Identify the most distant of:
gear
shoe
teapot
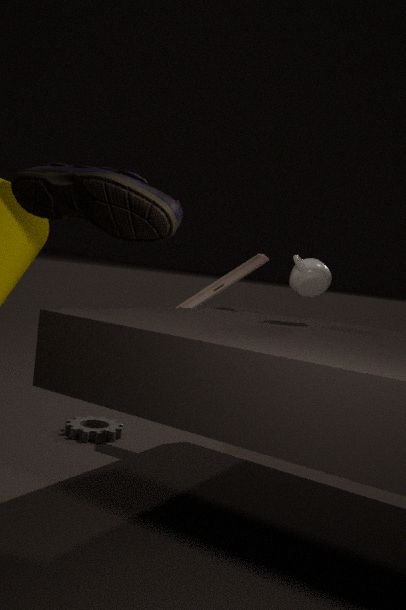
gear
